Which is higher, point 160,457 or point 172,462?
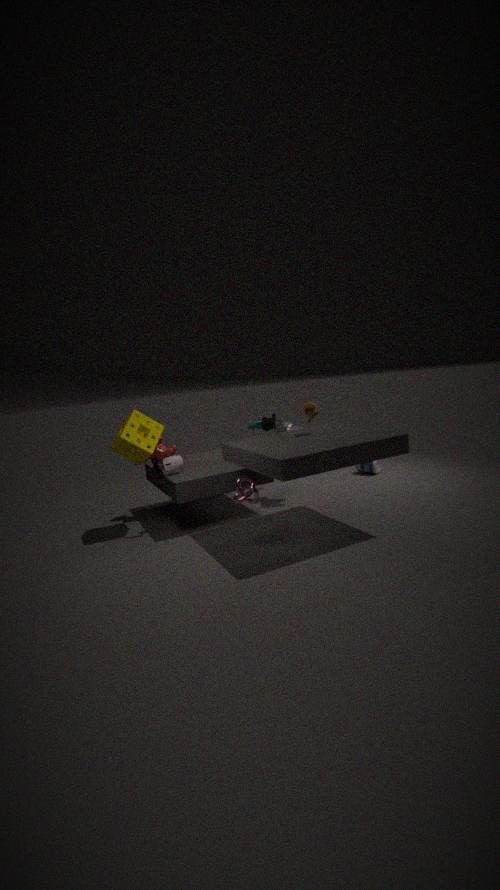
point 160,457
